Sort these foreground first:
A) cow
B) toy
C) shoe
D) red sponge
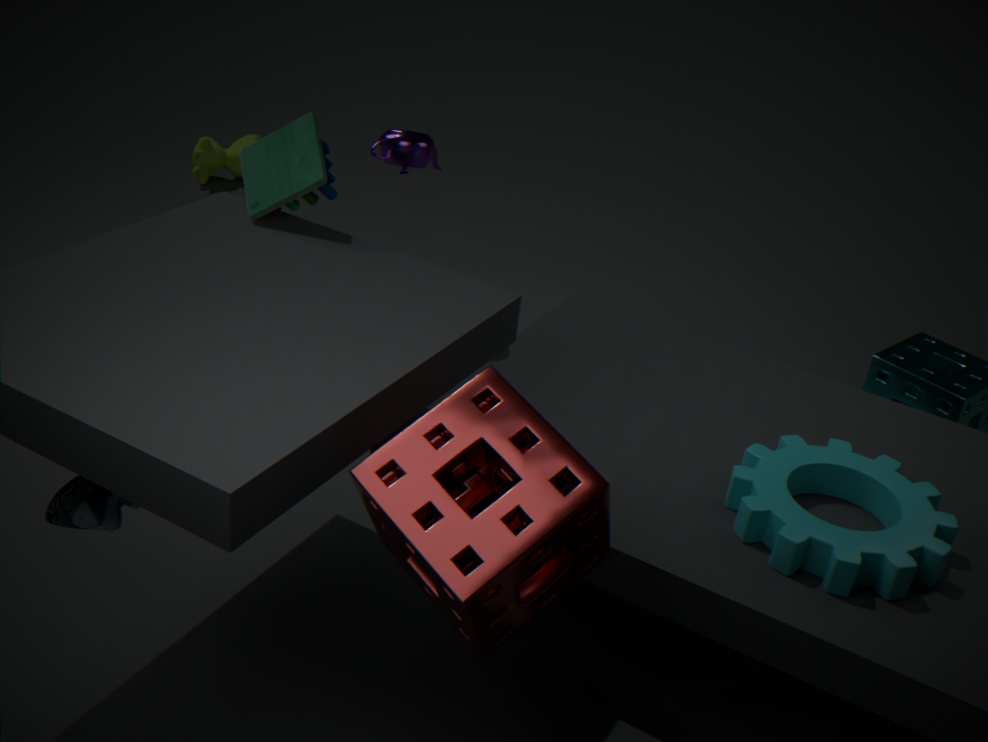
red sponge
shoe
toy
cow
